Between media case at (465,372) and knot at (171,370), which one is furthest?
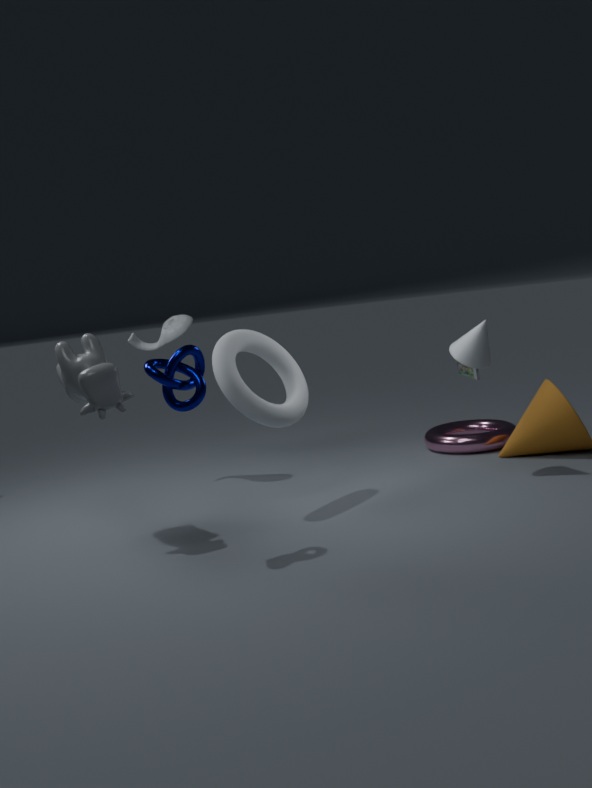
media case at (465,372)
